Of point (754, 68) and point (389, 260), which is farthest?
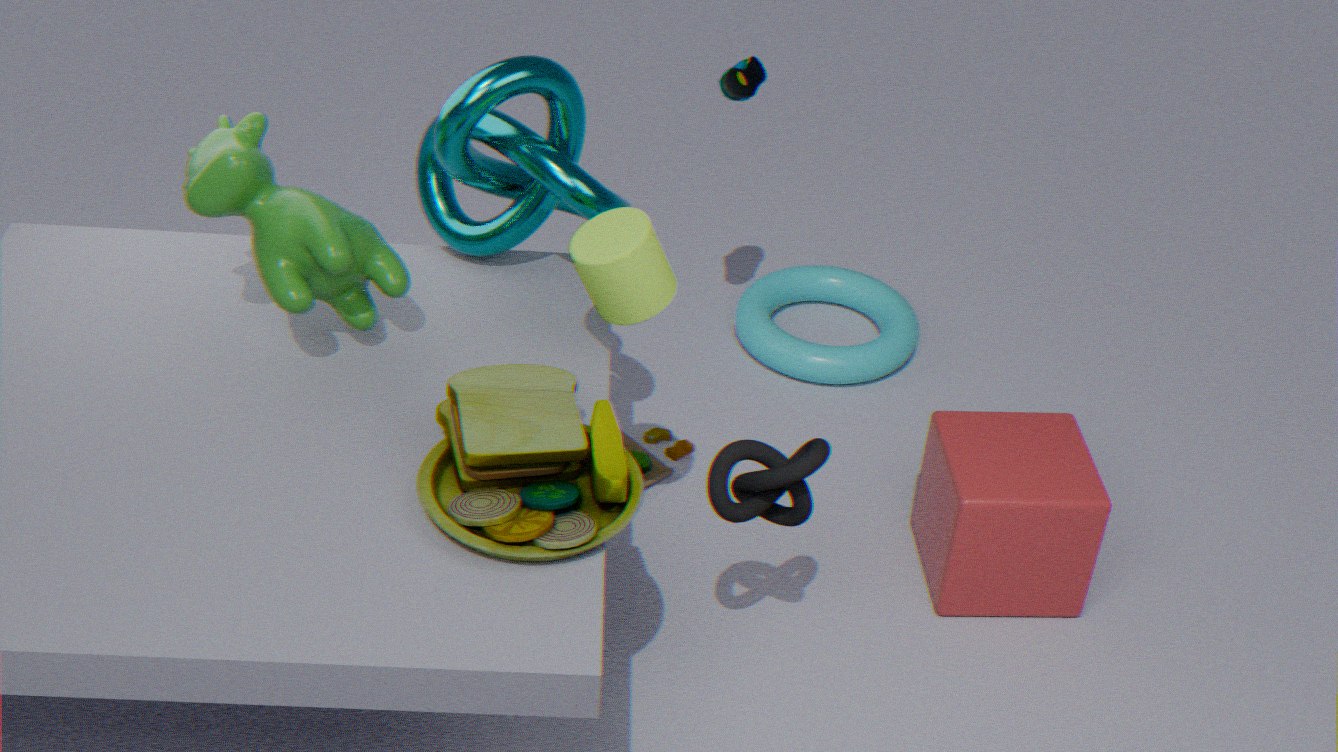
point (754, 68)
